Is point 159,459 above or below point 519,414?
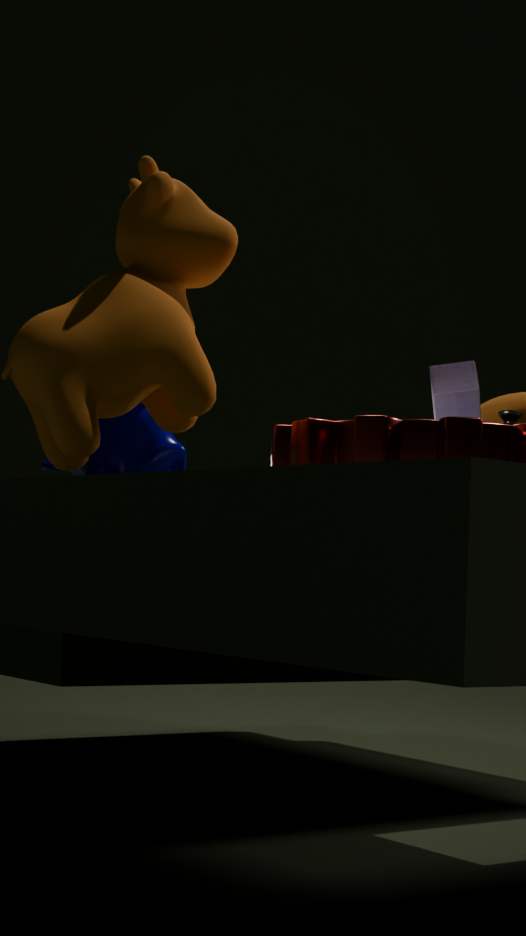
above
